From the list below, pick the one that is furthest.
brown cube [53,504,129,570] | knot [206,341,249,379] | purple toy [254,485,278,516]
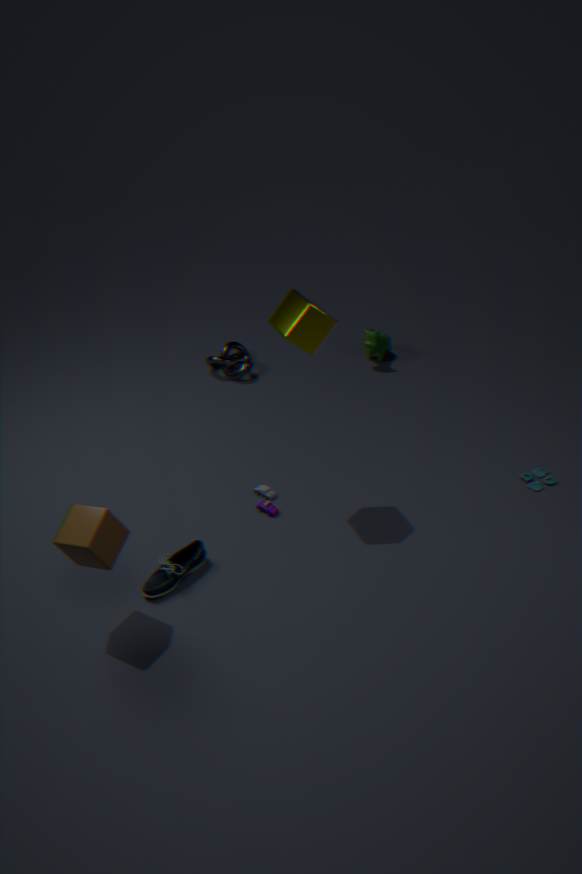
knot [206,341,249,379]
